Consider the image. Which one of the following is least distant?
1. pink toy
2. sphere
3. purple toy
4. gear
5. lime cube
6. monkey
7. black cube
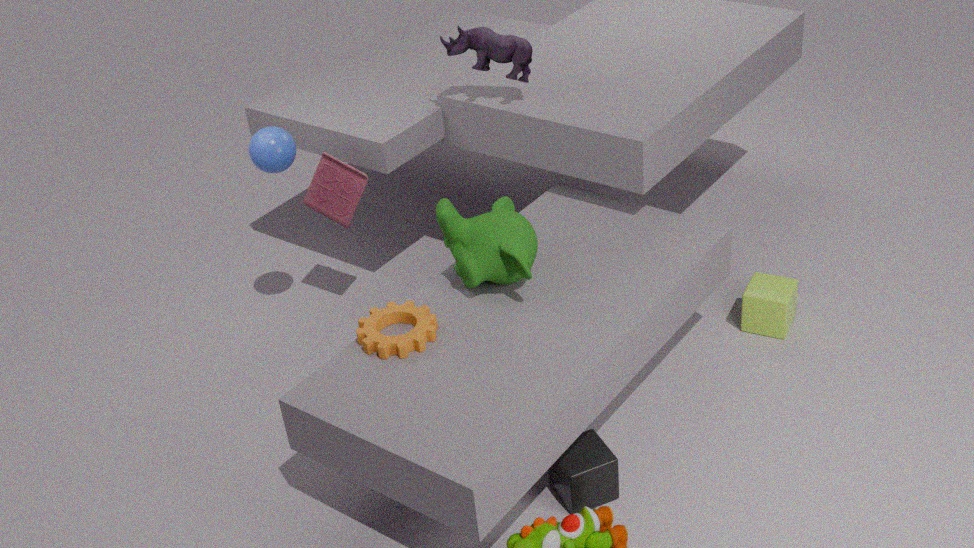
black cube
